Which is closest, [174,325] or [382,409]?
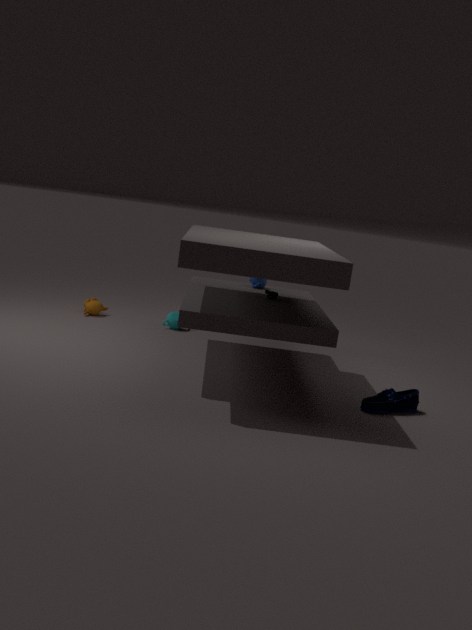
[382,409]
